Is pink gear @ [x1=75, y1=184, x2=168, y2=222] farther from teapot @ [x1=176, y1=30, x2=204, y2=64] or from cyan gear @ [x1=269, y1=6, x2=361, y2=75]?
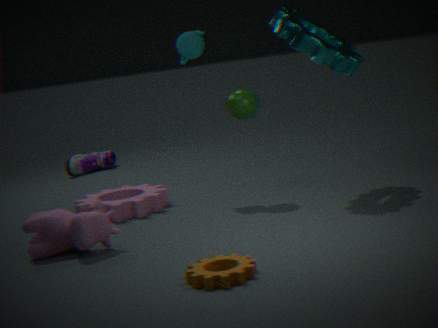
cyan gear @ [x1=269, y1=6, x2=361, y2=75]
